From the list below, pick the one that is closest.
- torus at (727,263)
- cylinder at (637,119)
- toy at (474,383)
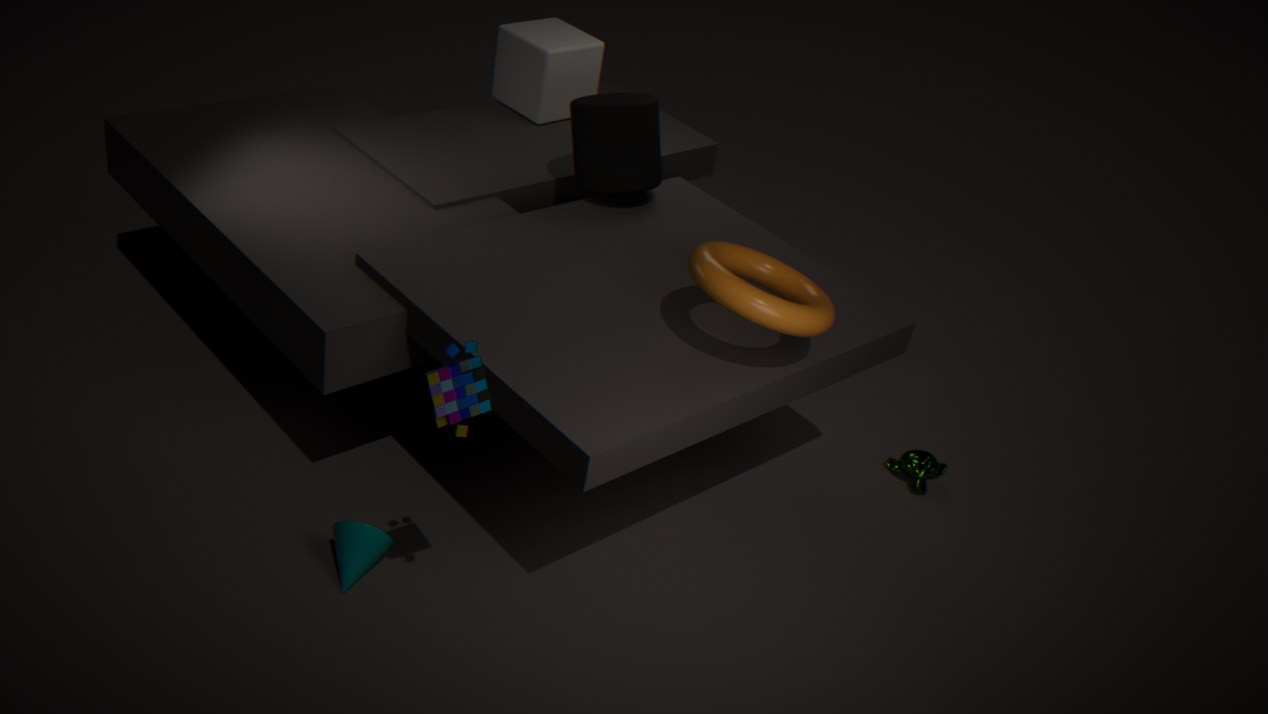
toy at (474,383)
